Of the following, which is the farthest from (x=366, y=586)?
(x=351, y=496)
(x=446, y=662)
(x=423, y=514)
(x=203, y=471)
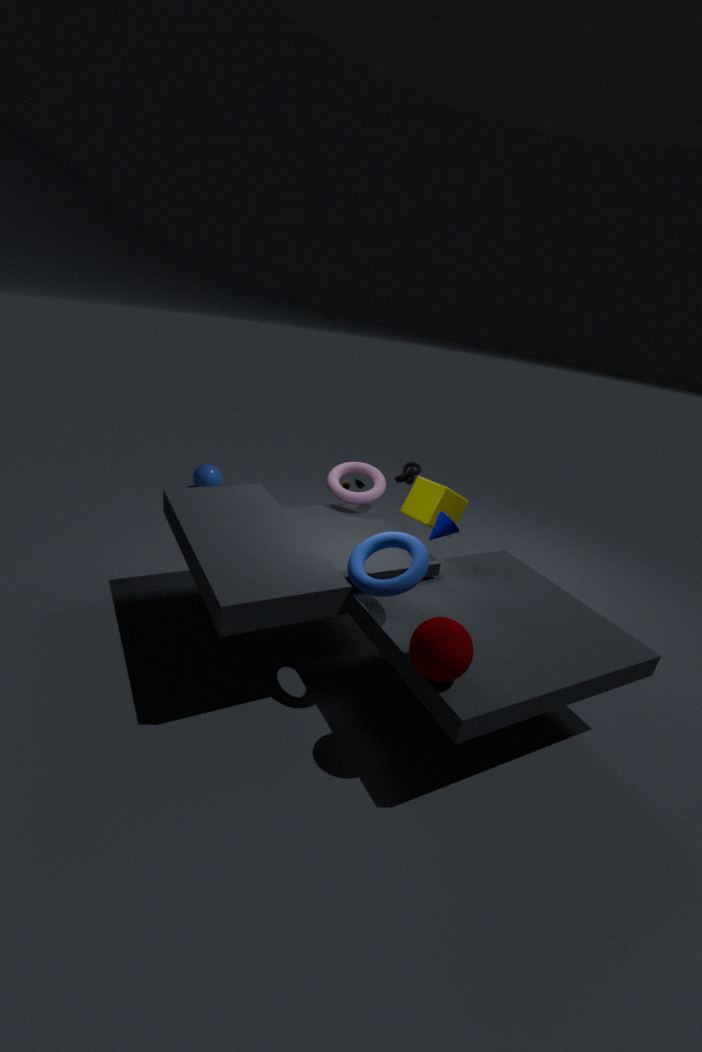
(x=203, y=471)
